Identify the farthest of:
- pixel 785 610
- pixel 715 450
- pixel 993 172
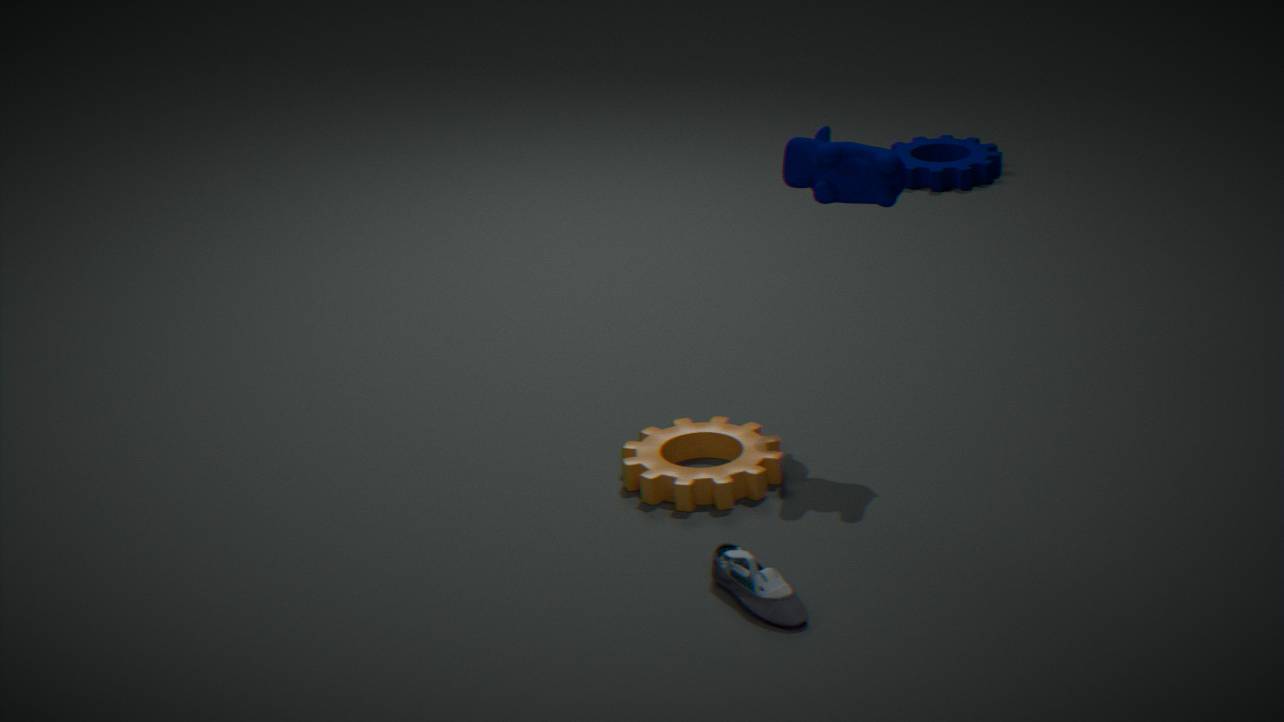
pixel 993 172
